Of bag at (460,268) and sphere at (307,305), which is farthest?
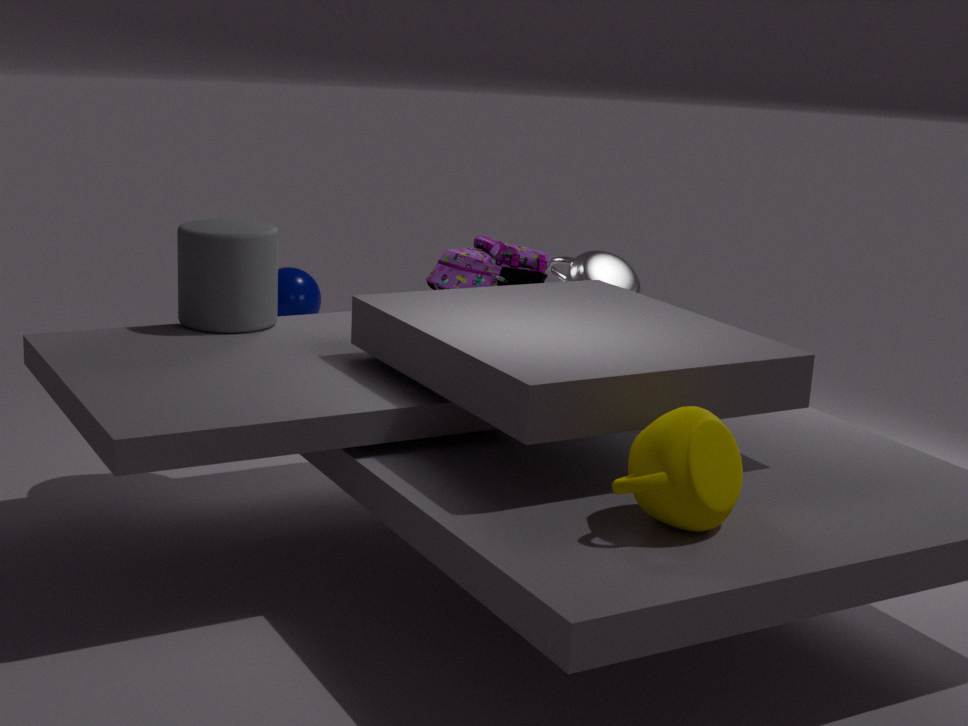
sphere at (307,305)
